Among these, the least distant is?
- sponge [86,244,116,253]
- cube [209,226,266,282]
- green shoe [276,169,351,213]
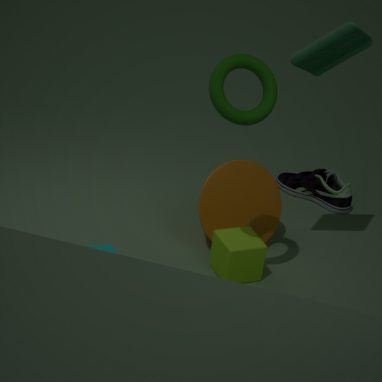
sponge [86,244,116,253]
